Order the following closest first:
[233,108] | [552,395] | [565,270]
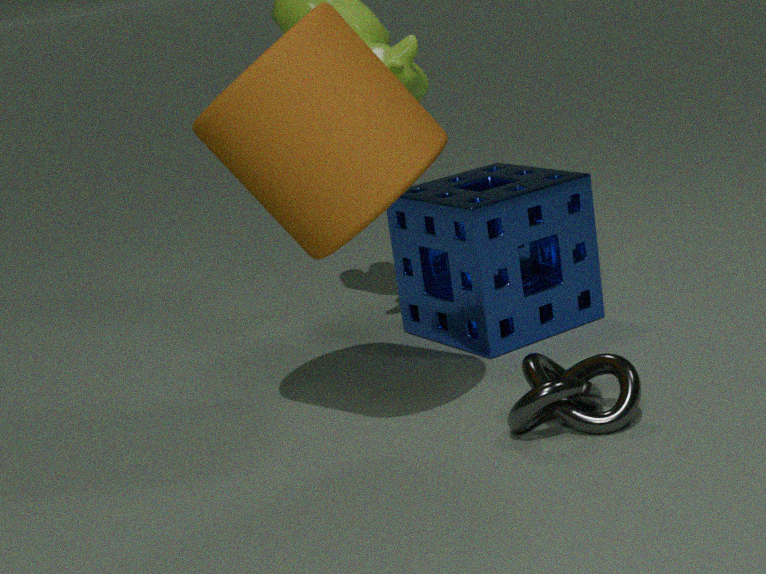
[233,108] → [552,395] → [565,270]
